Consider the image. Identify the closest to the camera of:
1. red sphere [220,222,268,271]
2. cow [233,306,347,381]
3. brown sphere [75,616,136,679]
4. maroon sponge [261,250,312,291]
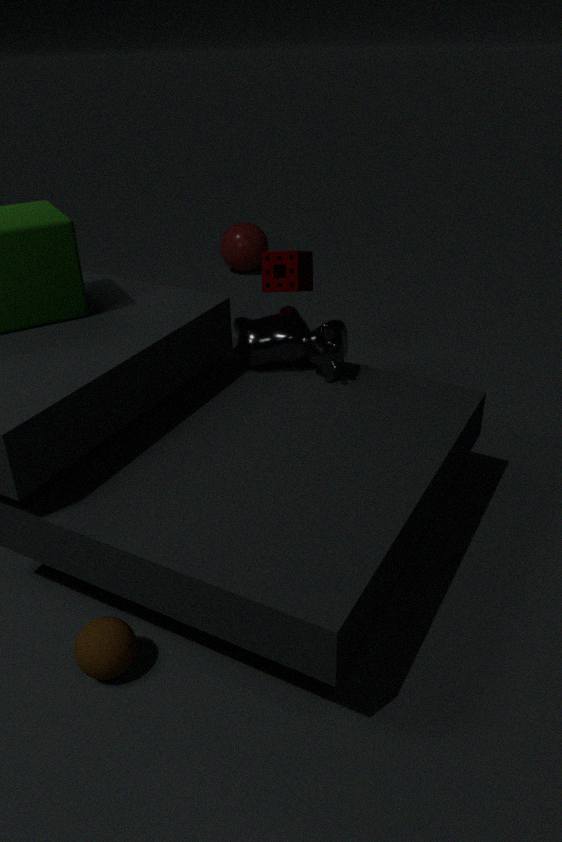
brown sphere [75,616,136,679]
